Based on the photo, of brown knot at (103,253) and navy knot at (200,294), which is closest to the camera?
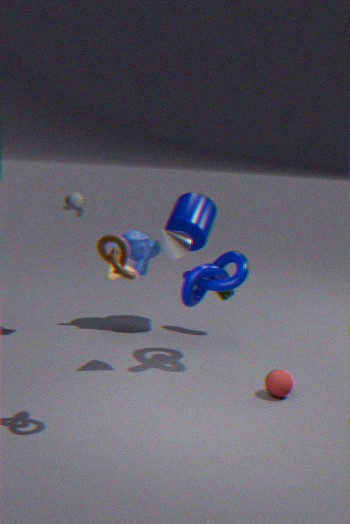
brown knot at (103,253)
